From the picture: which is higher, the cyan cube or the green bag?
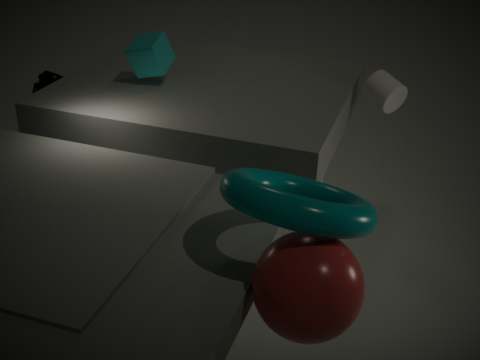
the cyan cube
